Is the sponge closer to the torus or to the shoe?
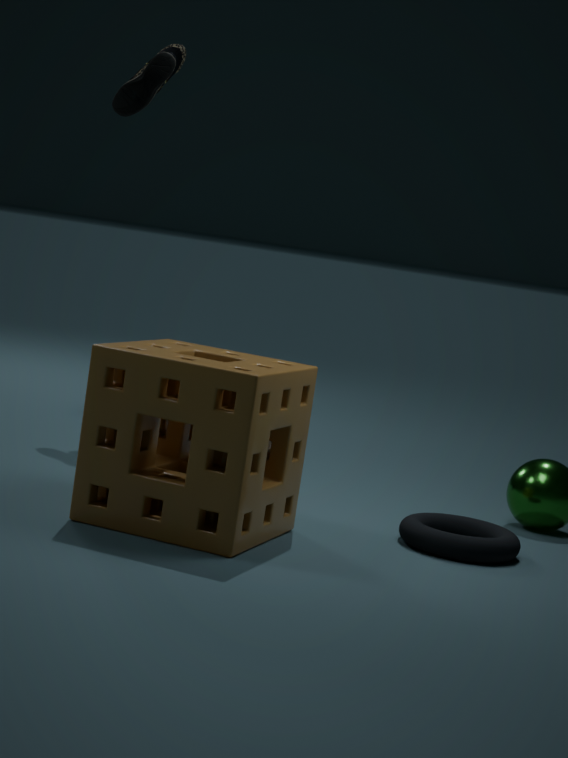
the torus
